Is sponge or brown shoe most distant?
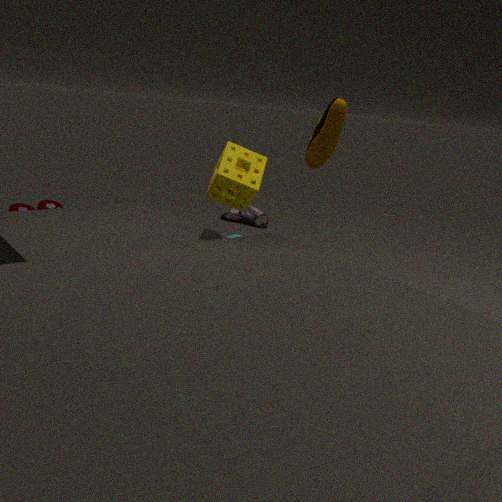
brown shoe
